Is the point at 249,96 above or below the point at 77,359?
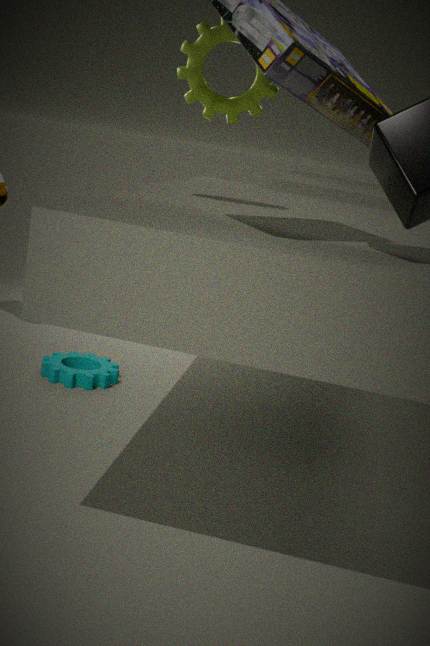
above
